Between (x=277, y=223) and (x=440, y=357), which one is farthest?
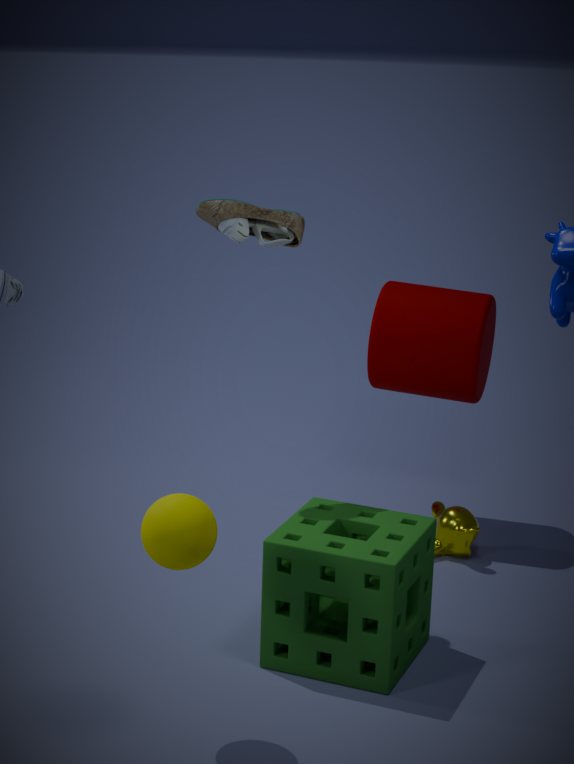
(x=440, y=357)
